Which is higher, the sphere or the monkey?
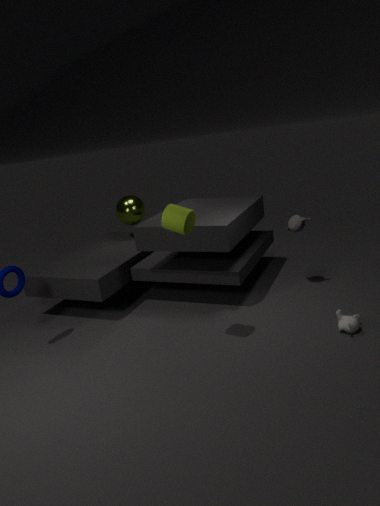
the sphere
